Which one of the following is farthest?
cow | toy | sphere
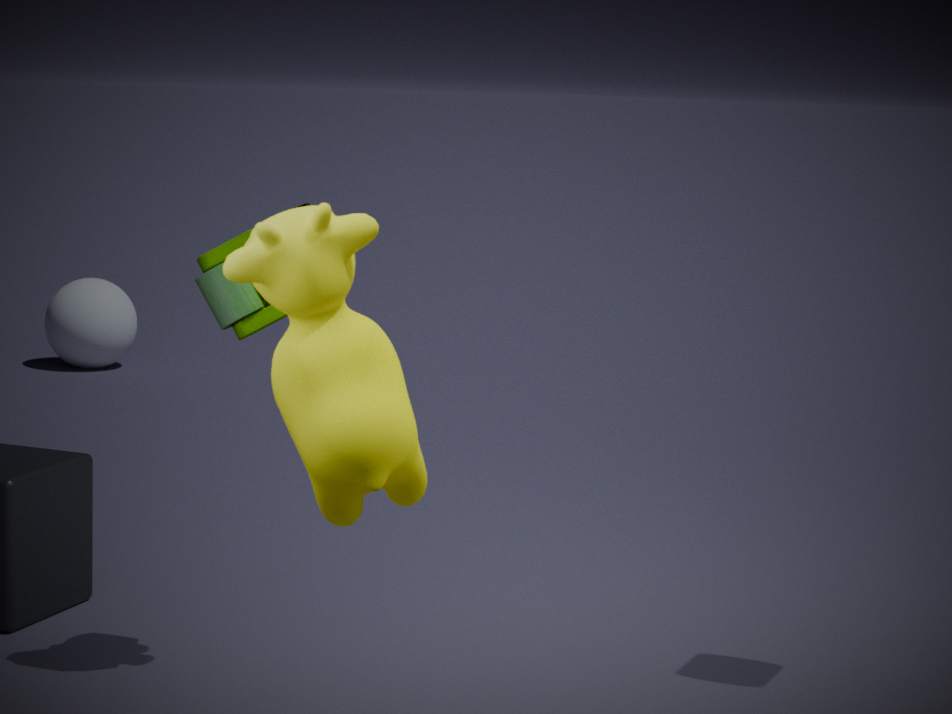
sphere
